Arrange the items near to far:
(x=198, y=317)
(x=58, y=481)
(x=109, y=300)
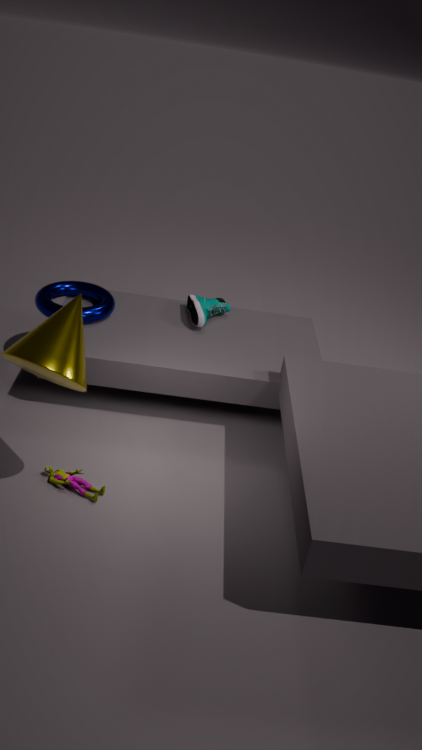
(x=58, y=481) → (x=198, y=317) → (x=109, y=300)
